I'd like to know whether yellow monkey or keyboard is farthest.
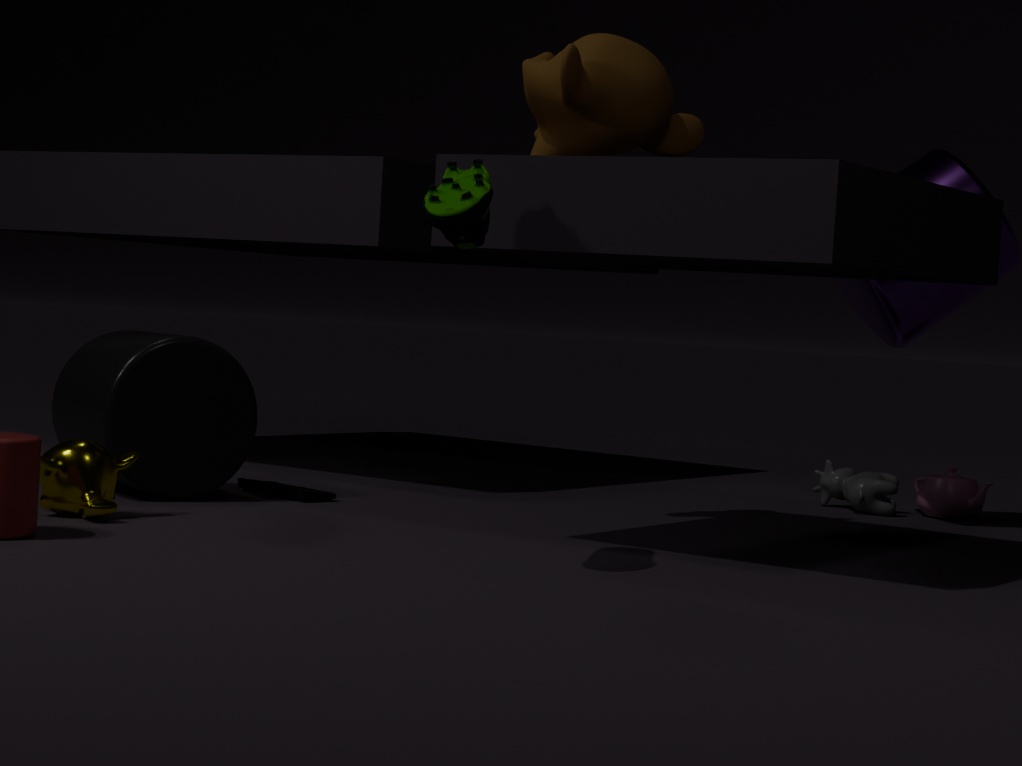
keyboard
